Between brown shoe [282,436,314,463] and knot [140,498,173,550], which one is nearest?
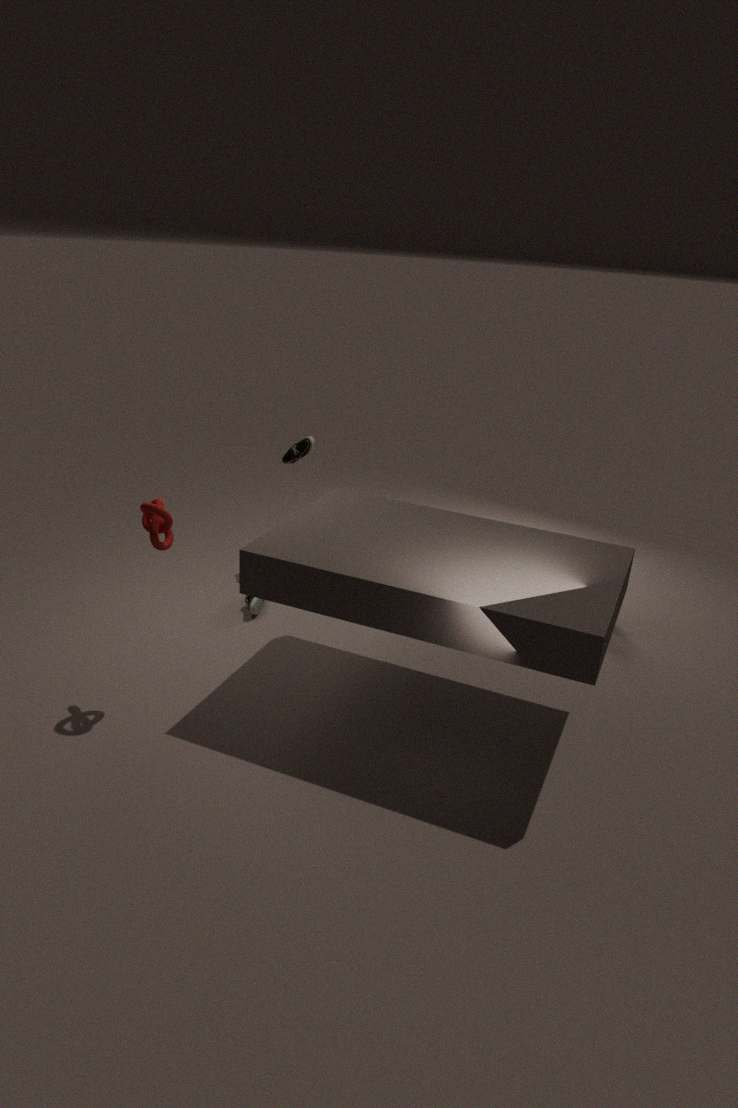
knot [140,498,173,550]
